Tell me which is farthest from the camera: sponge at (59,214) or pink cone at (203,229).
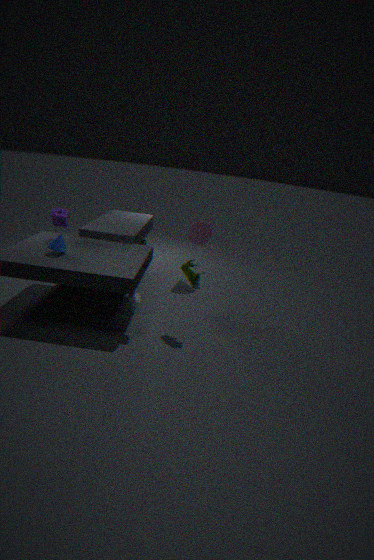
pink cone at (203,229)
